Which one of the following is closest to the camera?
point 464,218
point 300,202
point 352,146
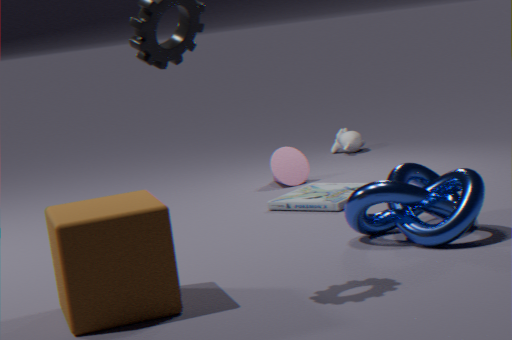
point 464,218
